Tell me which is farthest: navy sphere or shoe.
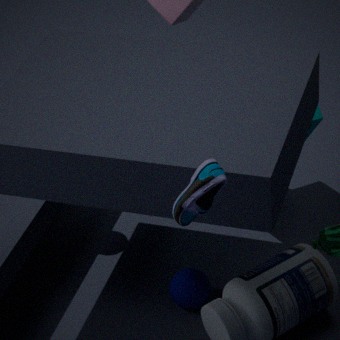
navy sphere
